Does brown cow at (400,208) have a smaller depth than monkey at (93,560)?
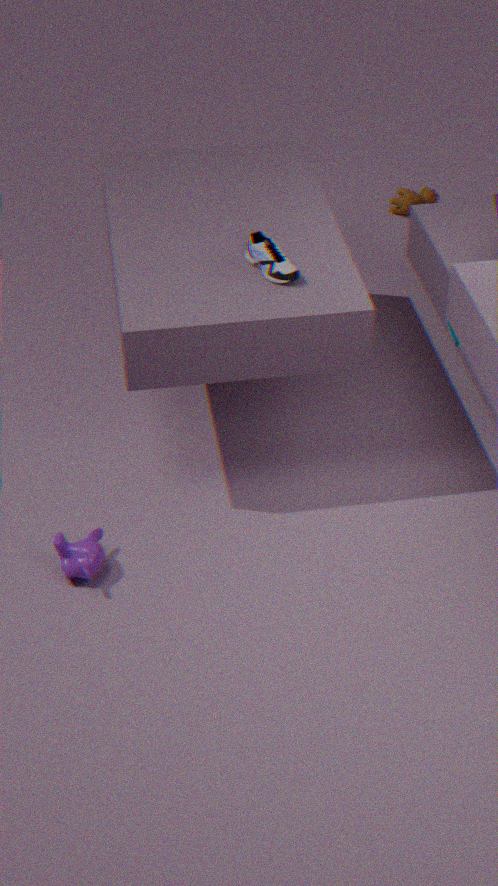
No
